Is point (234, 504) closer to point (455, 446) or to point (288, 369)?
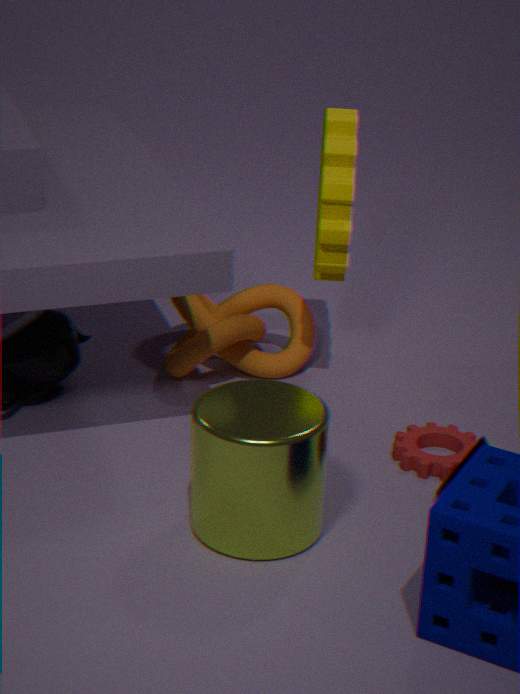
point (455, 446)
